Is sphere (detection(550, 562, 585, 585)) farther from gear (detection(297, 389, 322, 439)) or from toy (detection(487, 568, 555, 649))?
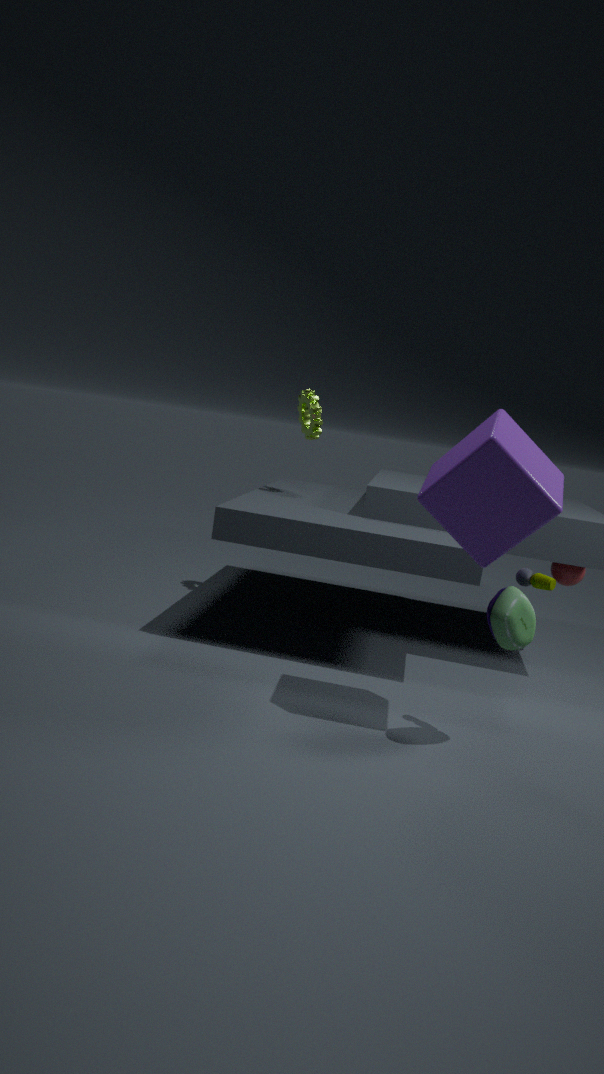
gear (detection(297, 389, 322, 439))
